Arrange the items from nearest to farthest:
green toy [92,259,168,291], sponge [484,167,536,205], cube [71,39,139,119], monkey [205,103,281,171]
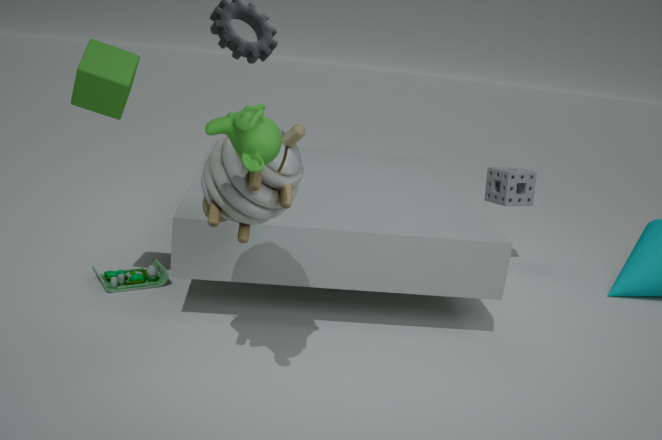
monkey [205,103,281,171] < cube [71,39,139,119] < green toy [92,259,168,291] < sponge [484,167,536,205]
